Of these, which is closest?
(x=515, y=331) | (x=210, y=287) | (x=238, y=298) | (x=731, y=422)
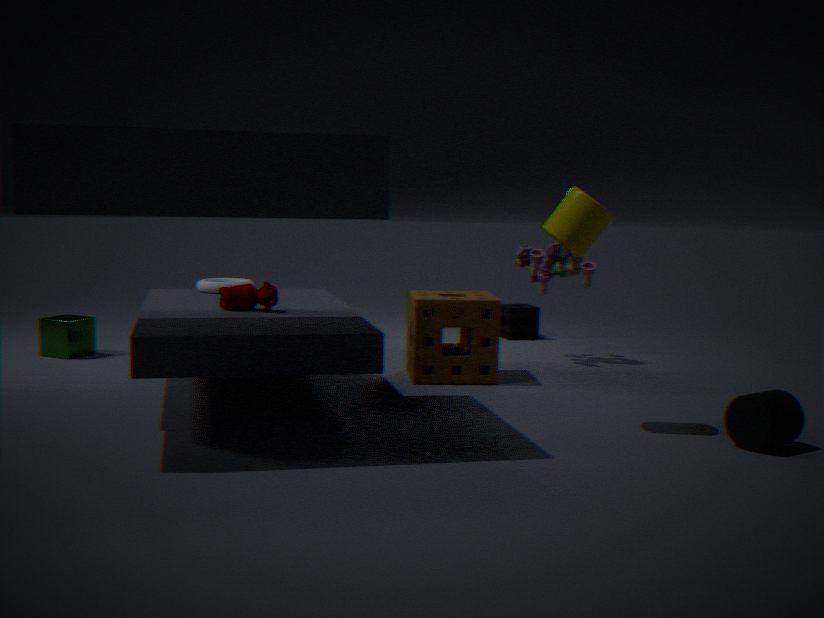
(x=731, y=422)
